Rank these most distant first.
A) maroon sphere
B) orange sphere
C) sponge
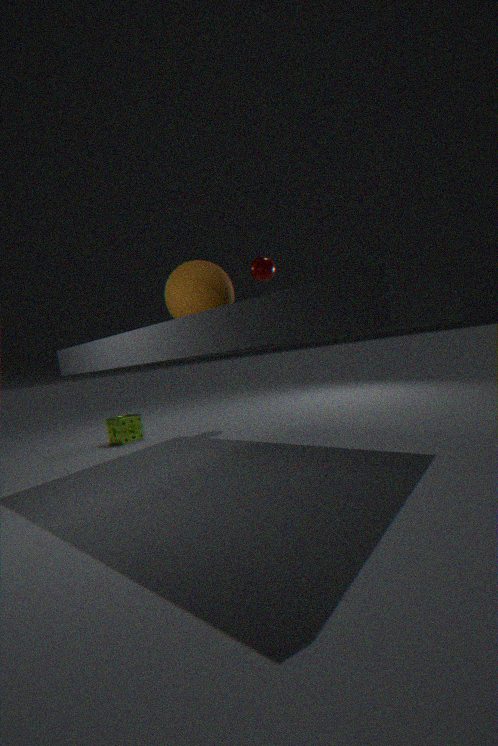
1. maroon sphere
2. sponge
3. orange sphere
